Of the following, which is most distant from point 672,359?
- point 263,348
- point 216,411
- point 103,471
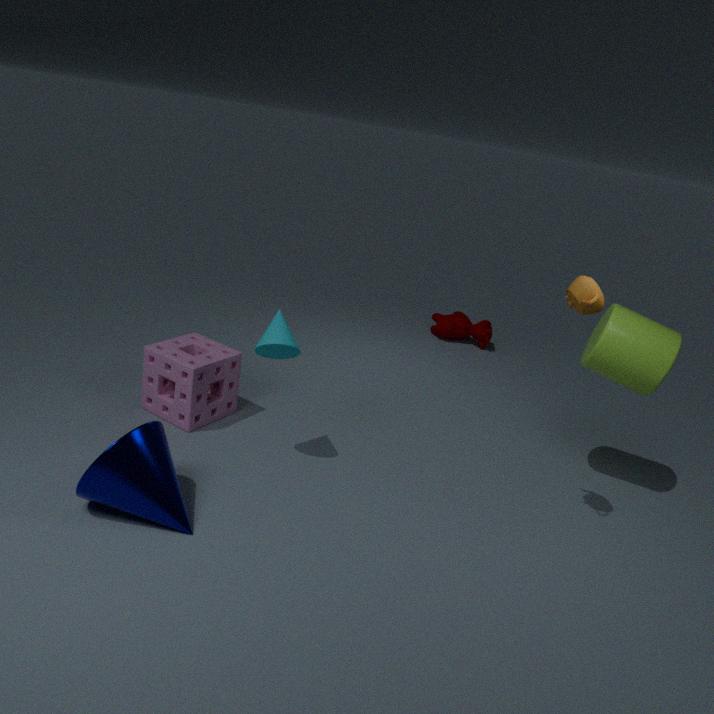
point 103,471
